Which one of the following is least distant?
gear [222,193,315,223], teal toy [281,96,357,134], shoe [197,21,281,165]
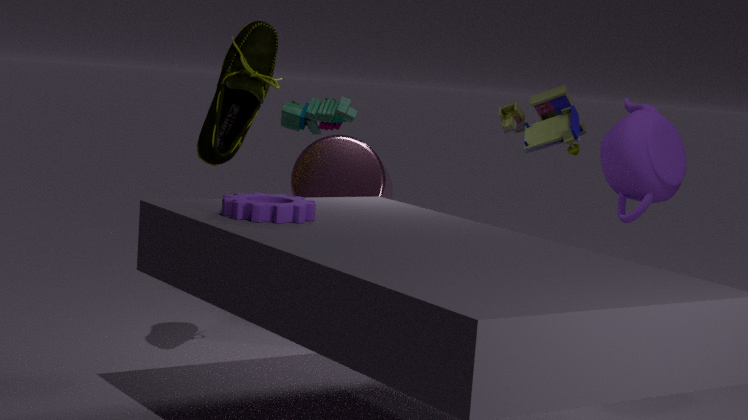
gear [222,193,315,223]
